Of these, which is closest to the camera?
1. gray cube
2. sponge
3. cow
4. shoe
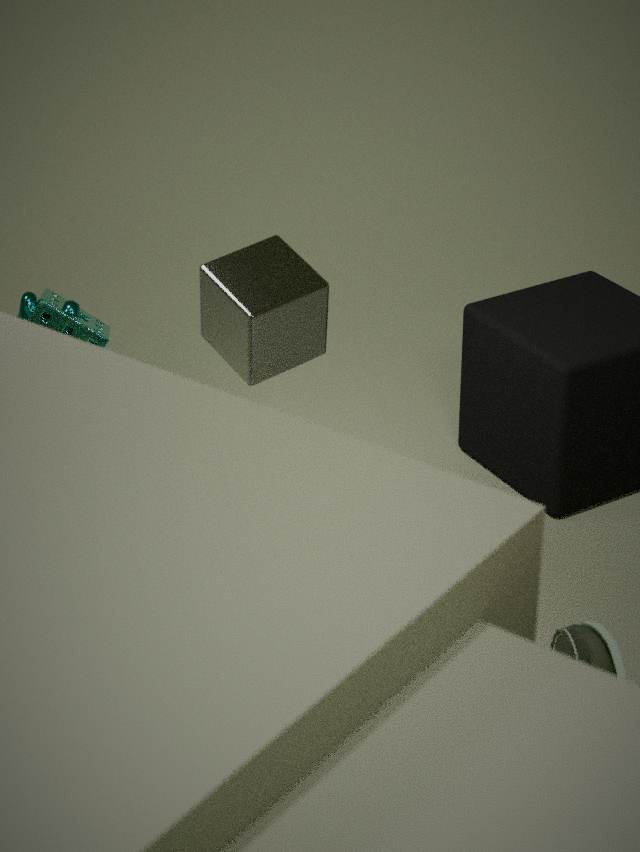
shoe
